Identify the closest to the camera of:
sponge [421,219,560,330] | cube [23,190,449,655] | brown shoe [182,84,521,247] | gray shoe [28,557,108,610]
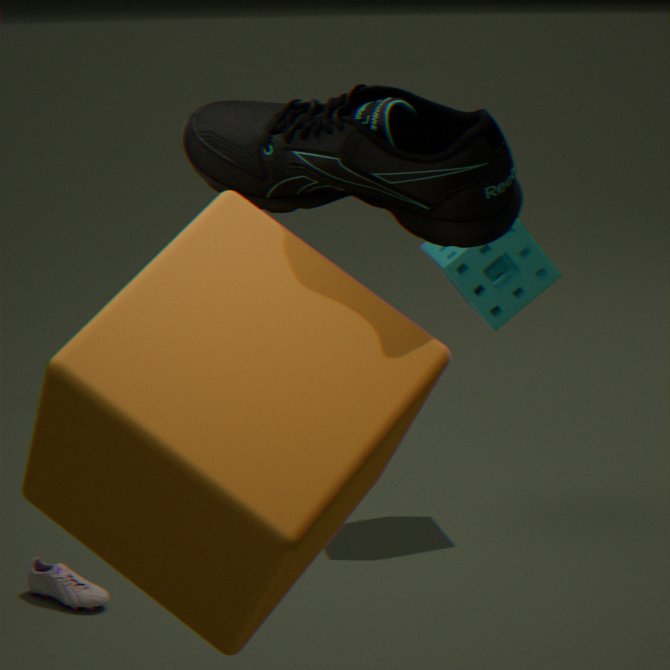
cube [23,190,449,655]
